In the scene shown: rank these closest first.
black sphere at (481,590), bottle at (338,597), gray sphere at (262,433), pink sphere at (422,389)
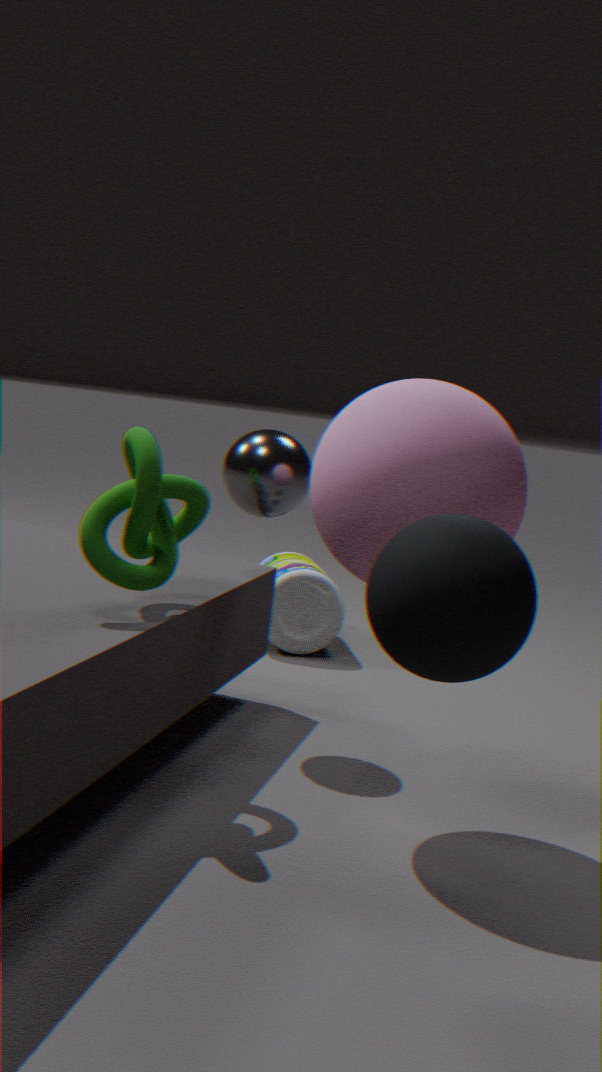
black sphere at (481,590), pink sphere at (422,389), gray sphere at (262,433), bottle at (338,597)
